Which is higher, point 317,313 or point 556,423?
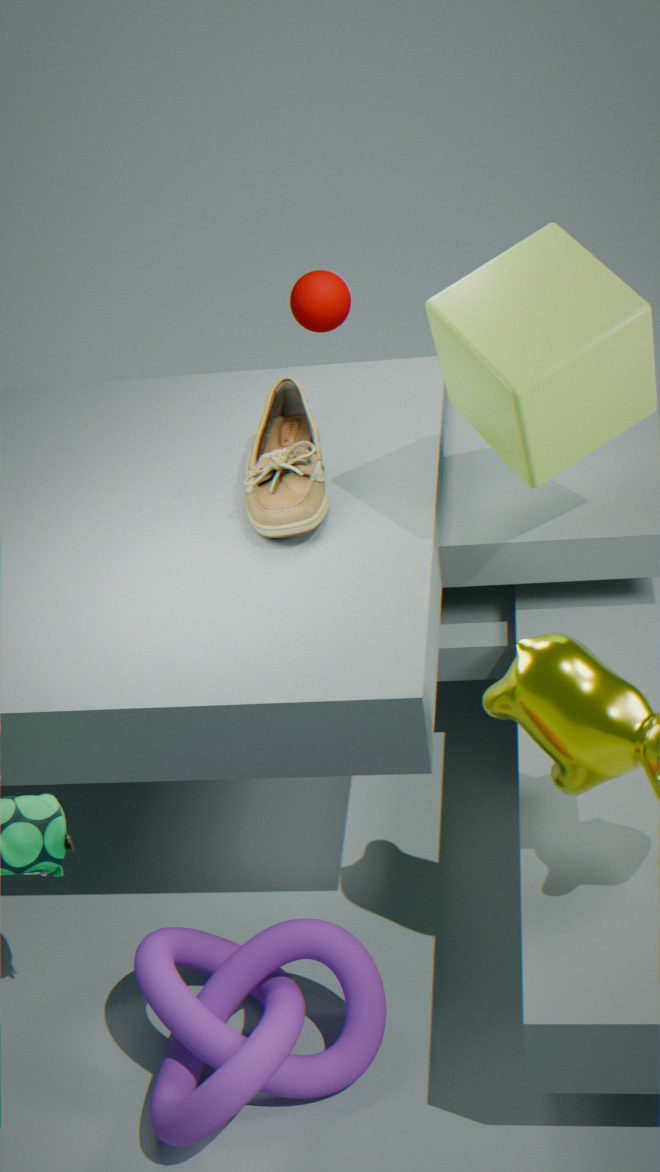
point 556,423
